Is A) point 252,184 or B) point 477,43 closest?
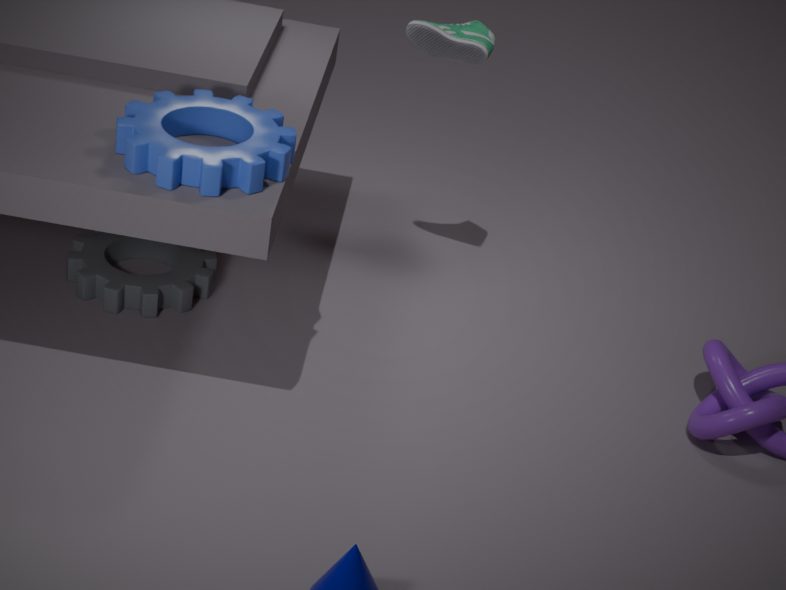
A. point 252,184
